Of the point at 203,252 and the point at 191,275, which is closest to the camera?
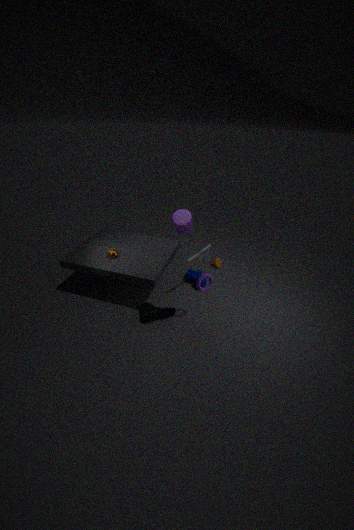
the point at 203,252
